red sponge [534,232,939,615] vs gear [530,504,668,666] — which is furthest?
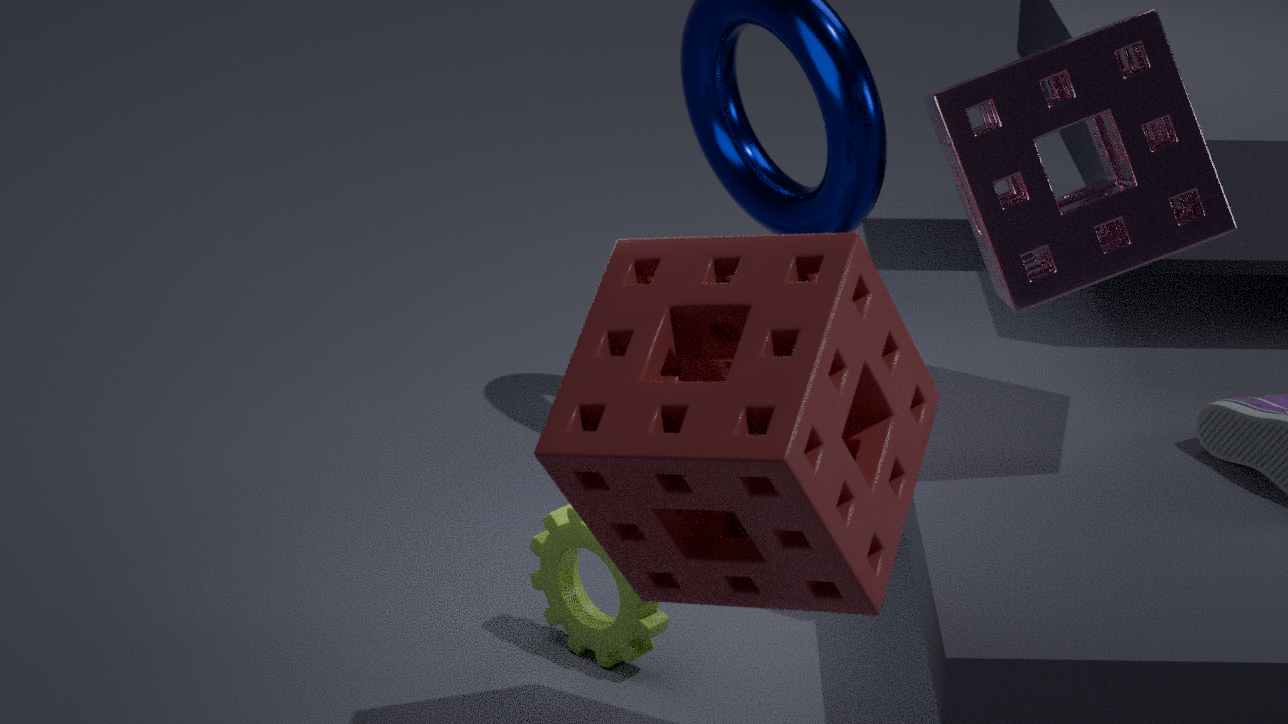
gear [530,504,668,666]
